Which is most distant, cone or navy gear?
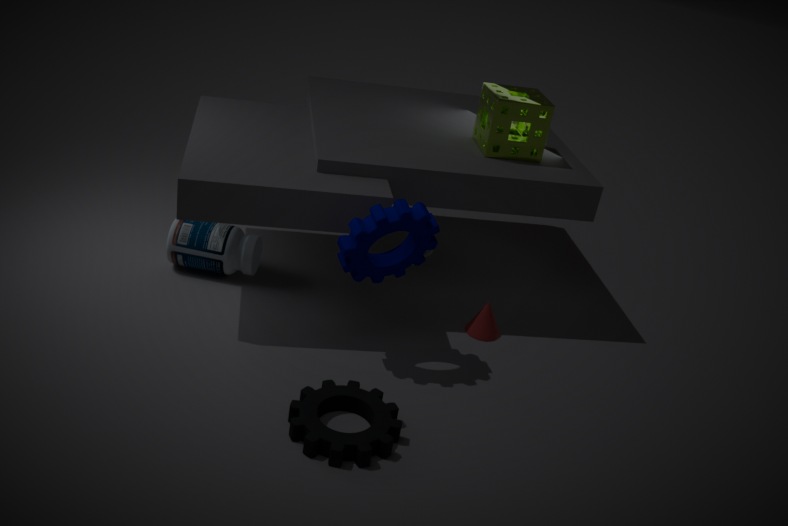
cone
